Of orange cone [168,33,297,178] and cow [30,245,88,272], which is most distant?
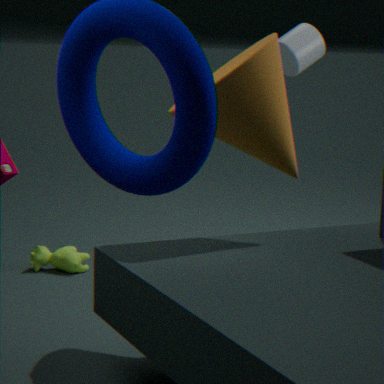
cow [30,245,88,272]
